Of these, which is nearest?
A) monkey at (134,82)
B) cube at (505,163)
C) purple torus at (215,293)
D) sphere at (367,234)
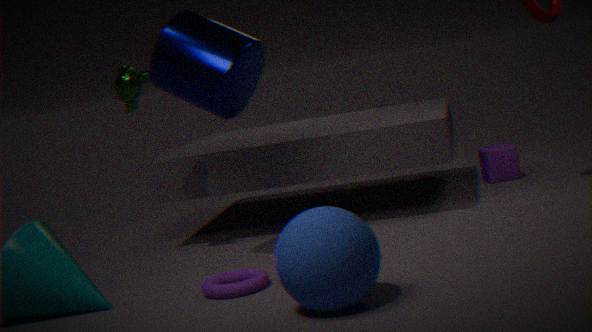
sphere at (367,234)
